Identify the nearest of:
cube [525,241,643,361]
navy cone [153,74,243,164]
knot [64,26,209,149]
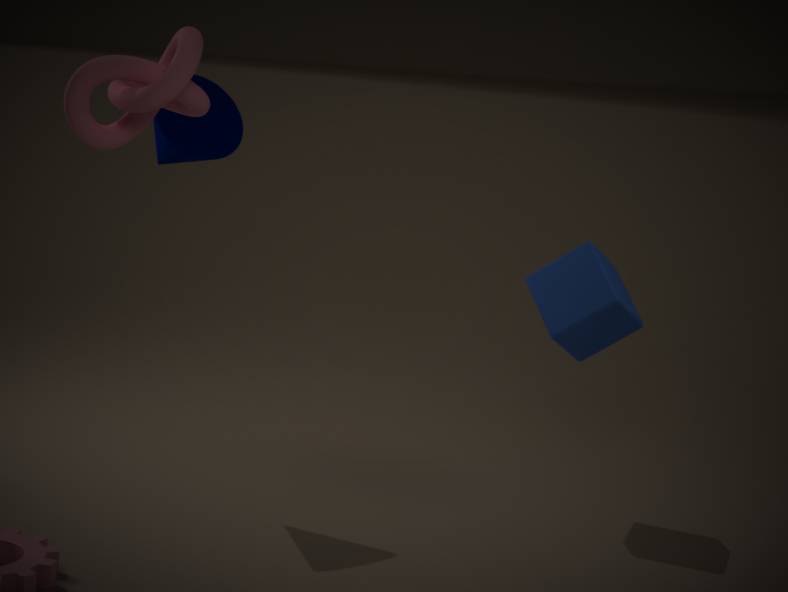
knot [64,26,209,149]
